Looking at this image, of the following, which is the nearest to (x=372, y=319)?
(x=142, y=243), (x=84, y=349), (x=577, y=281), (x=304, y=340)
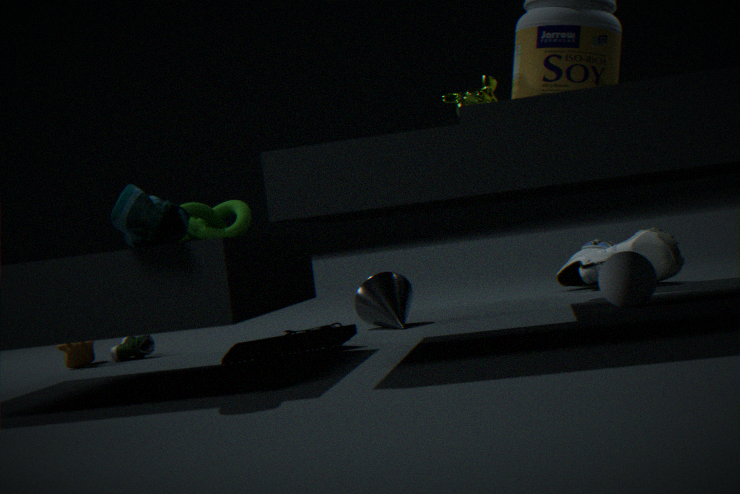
(x=304, y=340)
